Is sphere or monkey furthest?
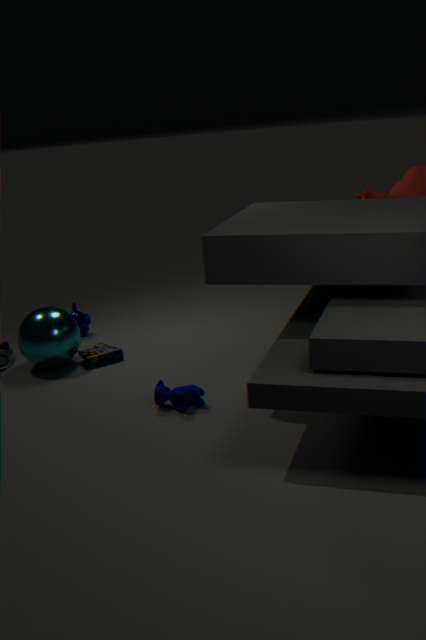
monkey
